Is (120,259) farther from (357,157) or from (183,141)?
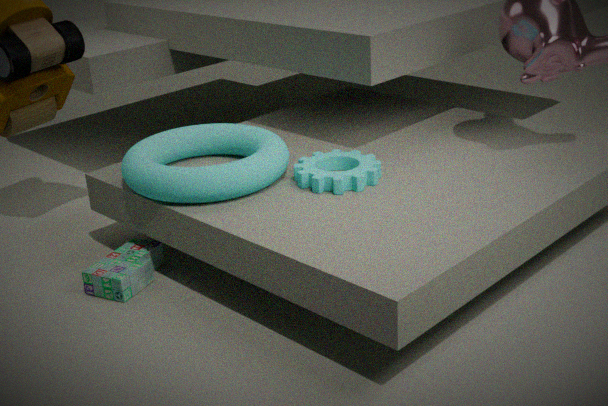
(357,157)
